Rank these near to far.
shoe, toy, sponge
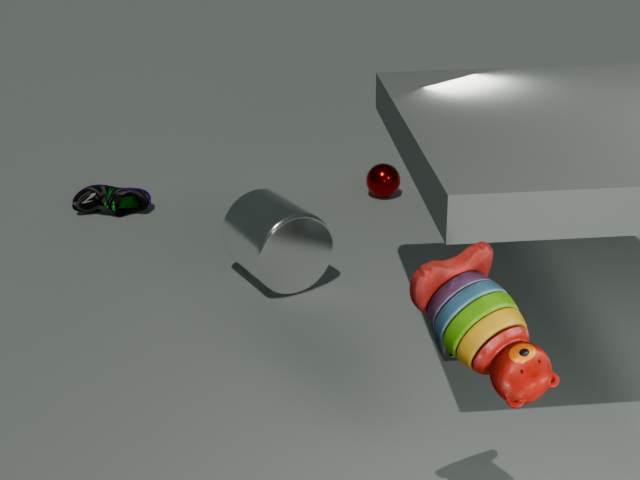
toy
sponge
shoe
